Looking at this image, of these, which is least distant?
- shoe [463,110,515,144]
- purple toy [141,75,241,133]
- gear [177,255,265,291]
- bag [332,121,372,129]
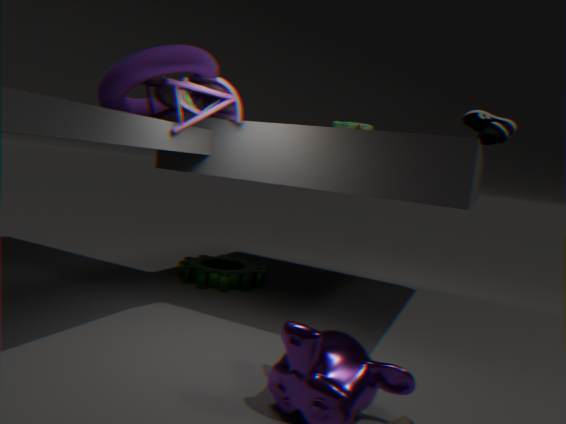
purple toy [141,75,241,133]
